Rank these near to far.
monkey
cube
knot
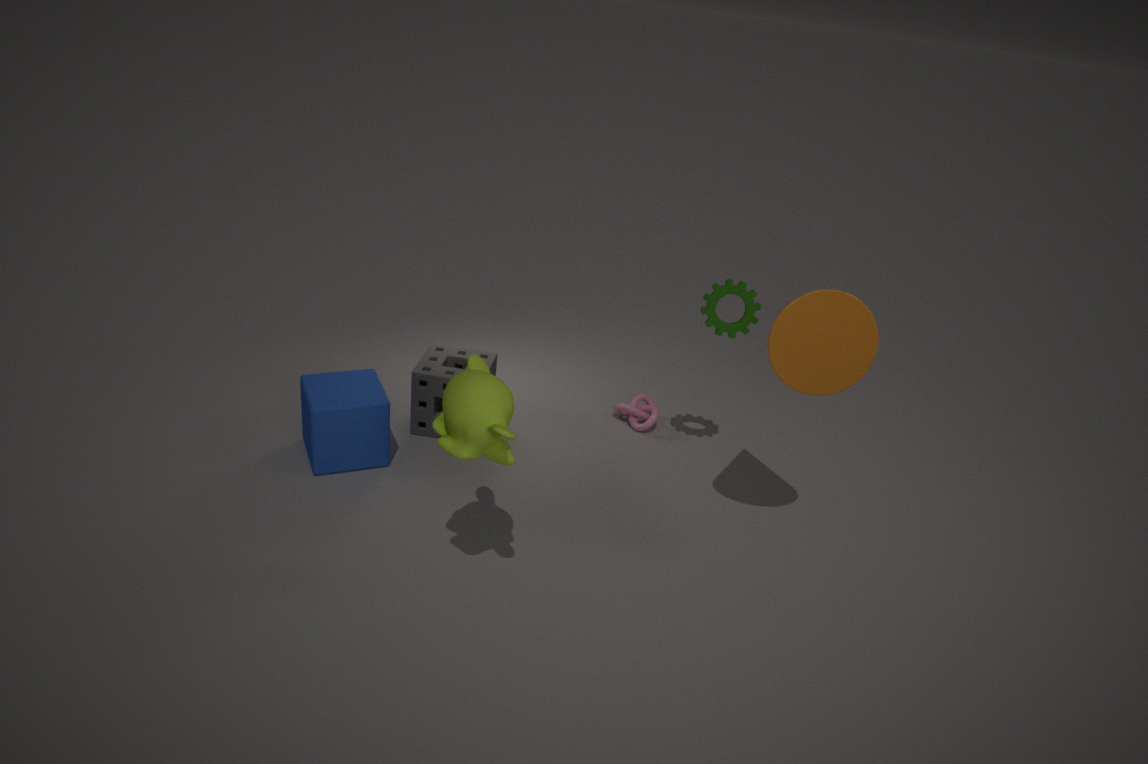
monkey < cube < knot
